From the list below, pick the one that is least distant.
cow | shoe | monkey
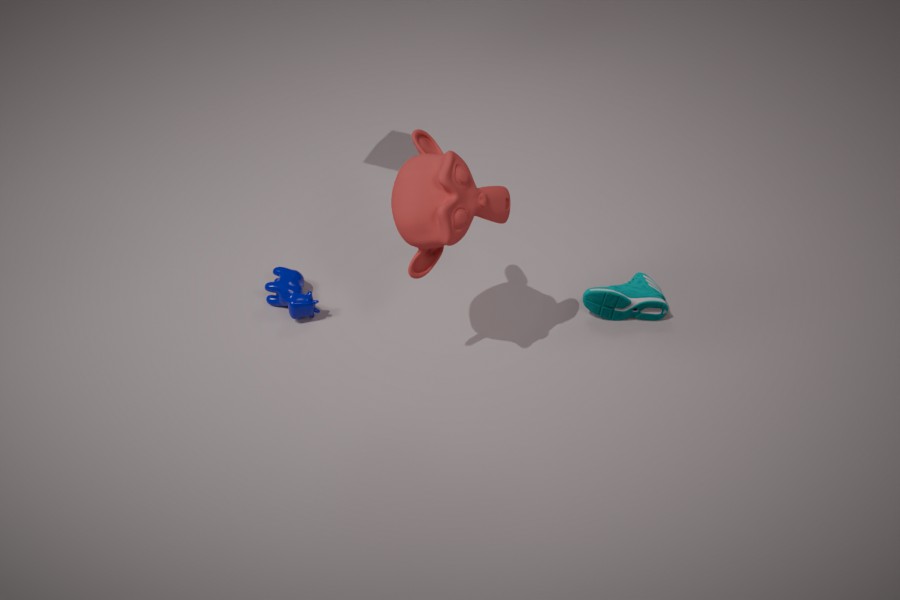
monkey
